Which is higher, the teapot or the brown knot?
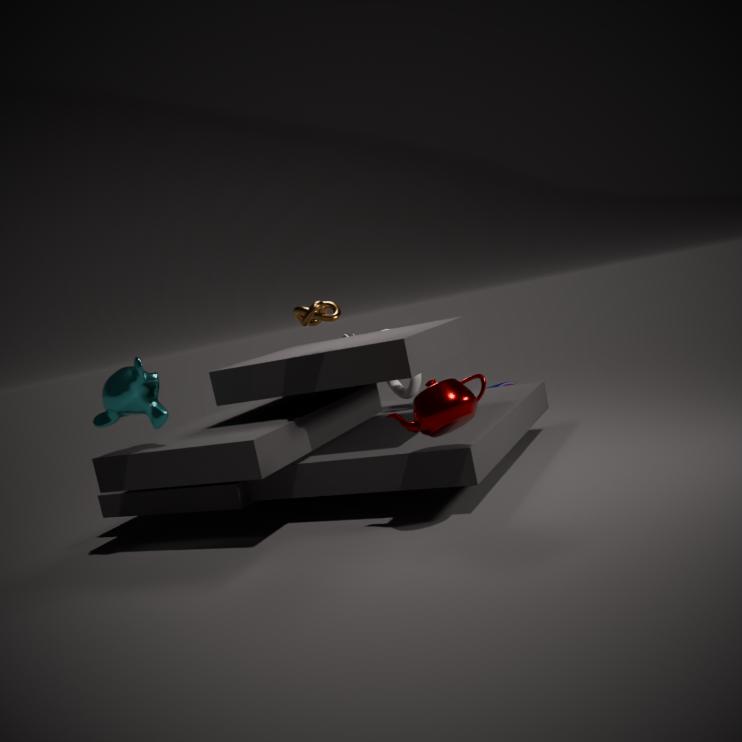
the brown knot
